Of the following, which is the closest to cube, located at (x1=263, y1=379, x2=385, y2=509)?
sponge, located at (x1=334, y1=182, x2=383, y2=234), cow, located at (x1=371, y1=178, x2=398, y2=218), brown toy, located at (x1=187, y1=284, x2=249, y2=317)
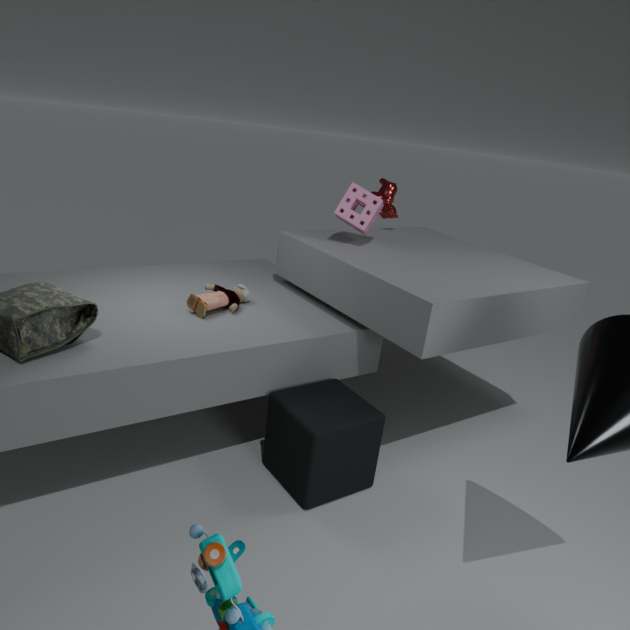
brown toy, located at (x1=187, y1=284, x2=249, y2=317)
